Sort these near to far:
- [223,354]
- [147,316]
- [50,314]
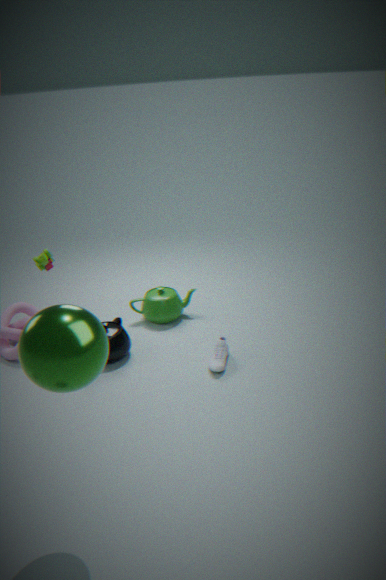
[50,314] → [223,354] → [147,316]
